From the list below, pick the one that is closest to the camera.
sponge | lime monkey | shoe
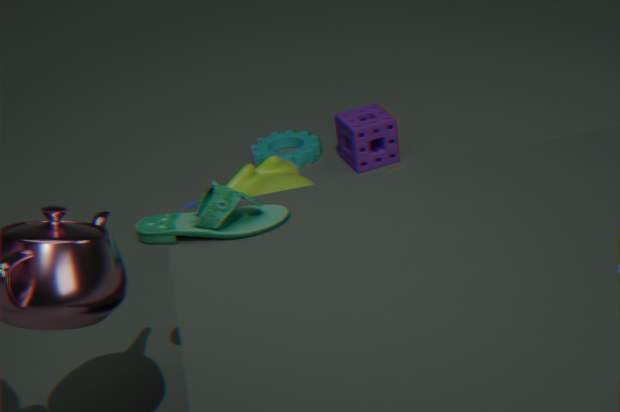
shoe
